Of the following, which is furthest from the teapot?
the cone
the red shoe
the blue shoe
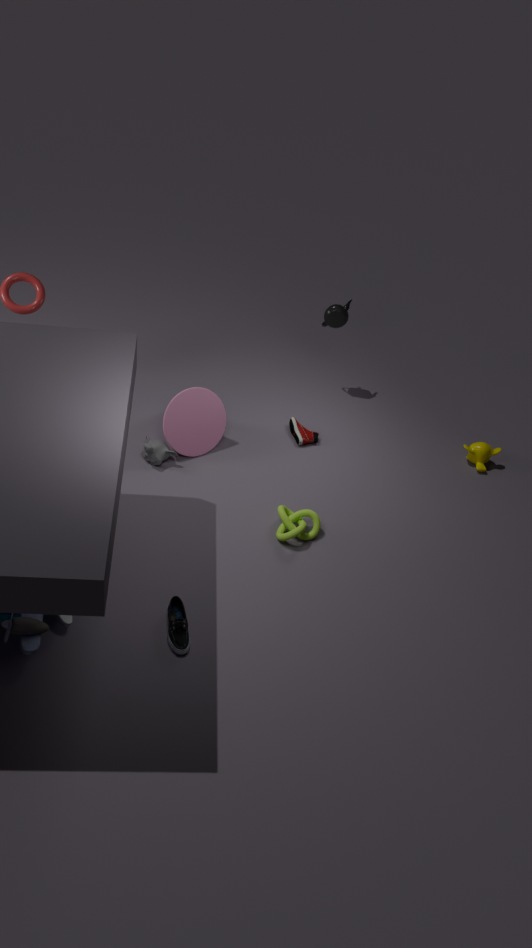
the blue shoe
